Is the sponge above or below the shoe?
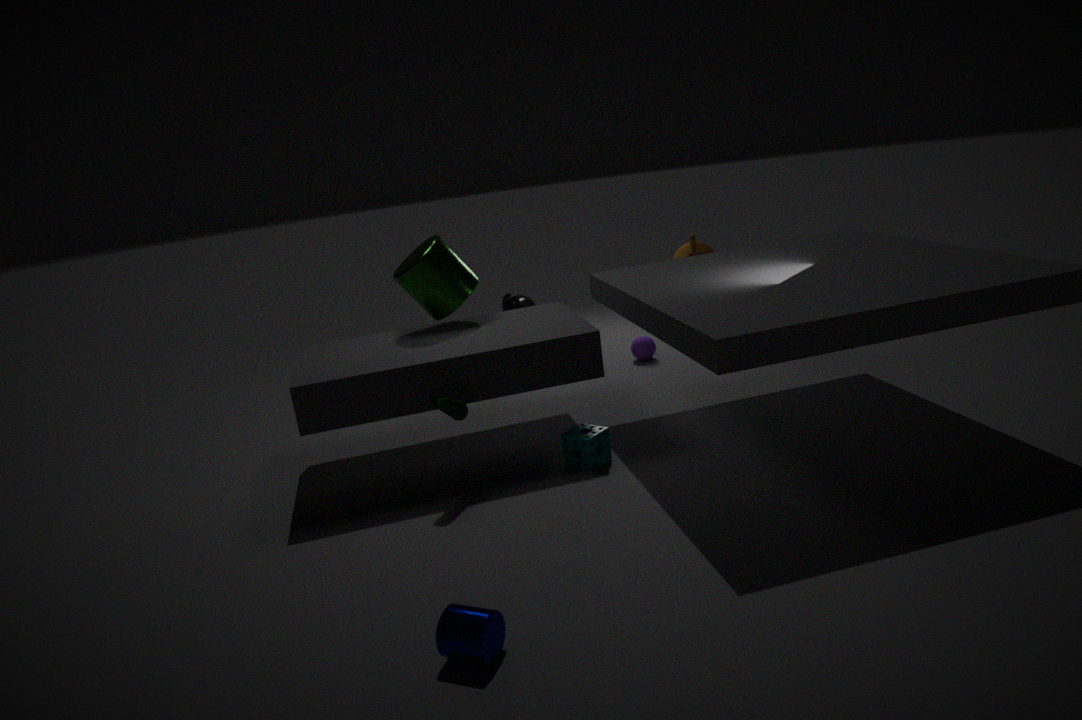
below
